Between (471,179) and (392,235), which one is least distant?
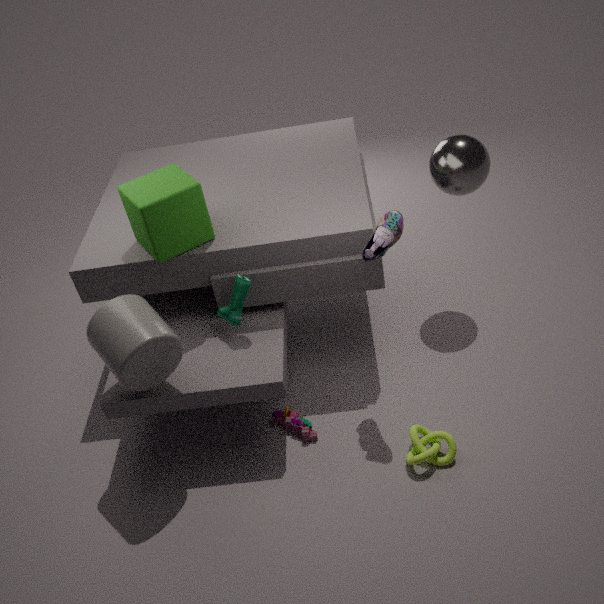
(392,235)
